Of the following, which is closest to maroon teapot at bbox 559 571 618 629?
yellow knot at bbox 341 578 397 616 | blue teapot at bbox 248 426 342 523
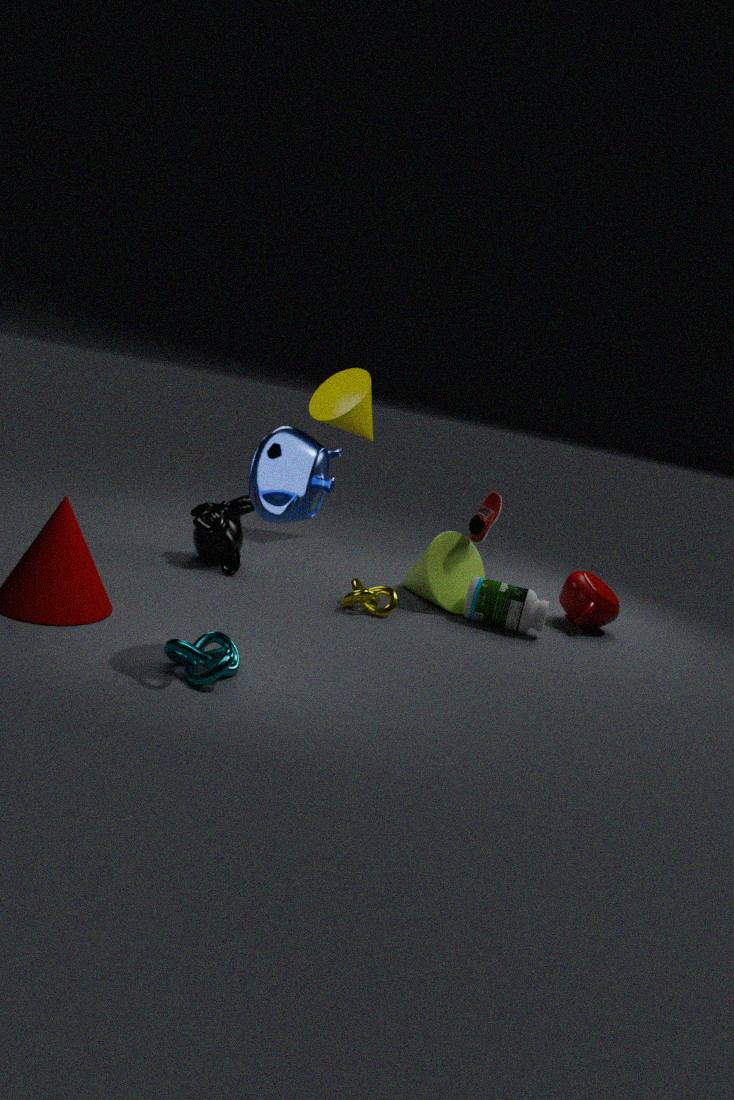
yellow knot at bbox 341 578 397 616
